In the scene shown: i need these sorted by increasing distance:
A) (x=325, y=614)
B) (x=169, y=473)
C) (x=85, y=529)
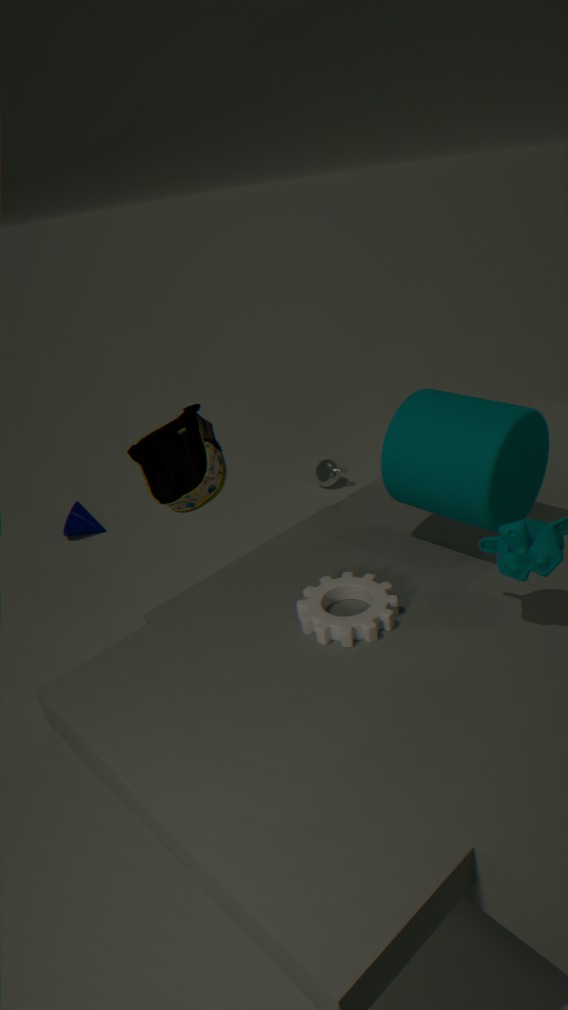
(x=325, y=614)
(x=169, y=473)
(x=85, y=529)
